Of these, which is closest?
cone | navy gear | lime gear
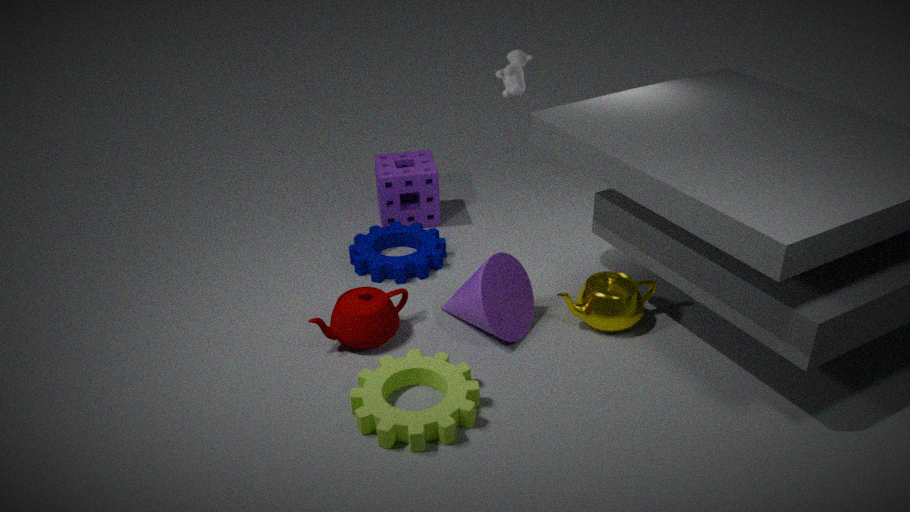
lime gear
